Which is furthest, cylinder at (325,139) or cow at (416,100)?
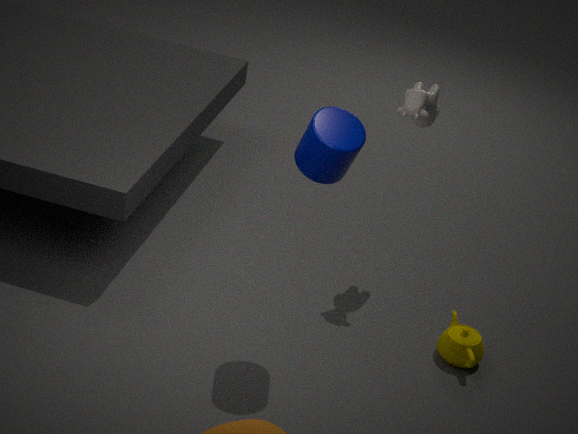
cow at (416,100)
